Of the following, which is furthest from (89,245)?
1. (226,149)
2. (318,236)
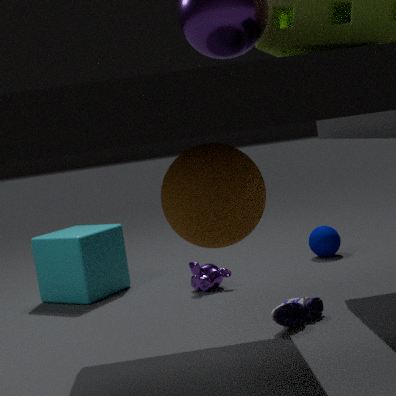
(226,149)
